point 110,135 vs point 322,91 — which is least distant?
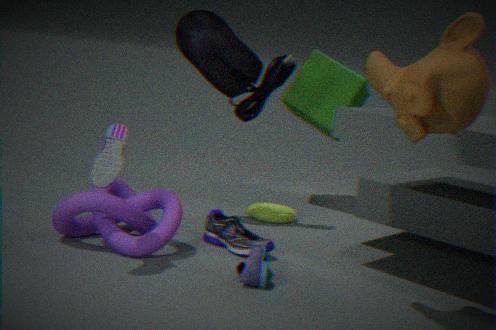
point 110,135
